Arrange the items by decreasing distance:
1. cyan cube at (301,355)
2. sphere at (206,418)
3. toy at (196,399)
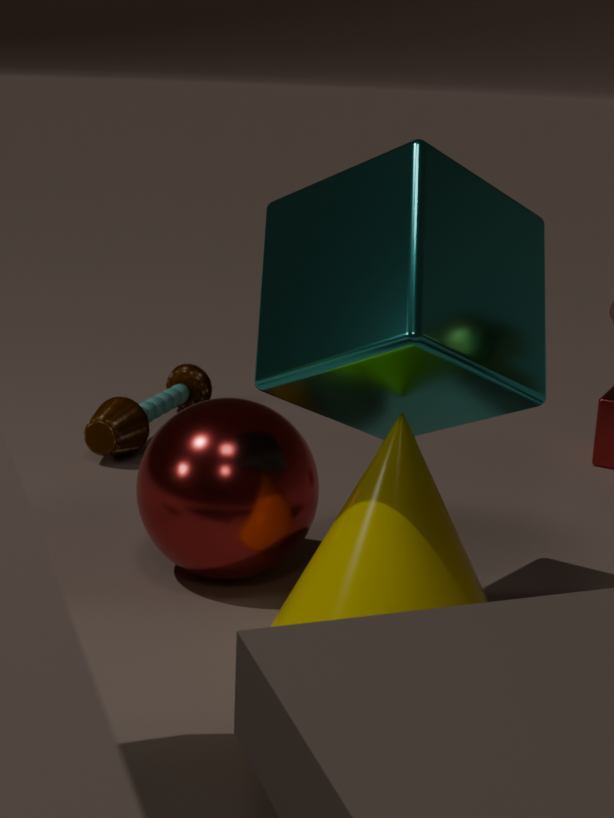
1. toy at (196,399)
2. sphere at (206,418)
3. cyan cube at (301,355)
